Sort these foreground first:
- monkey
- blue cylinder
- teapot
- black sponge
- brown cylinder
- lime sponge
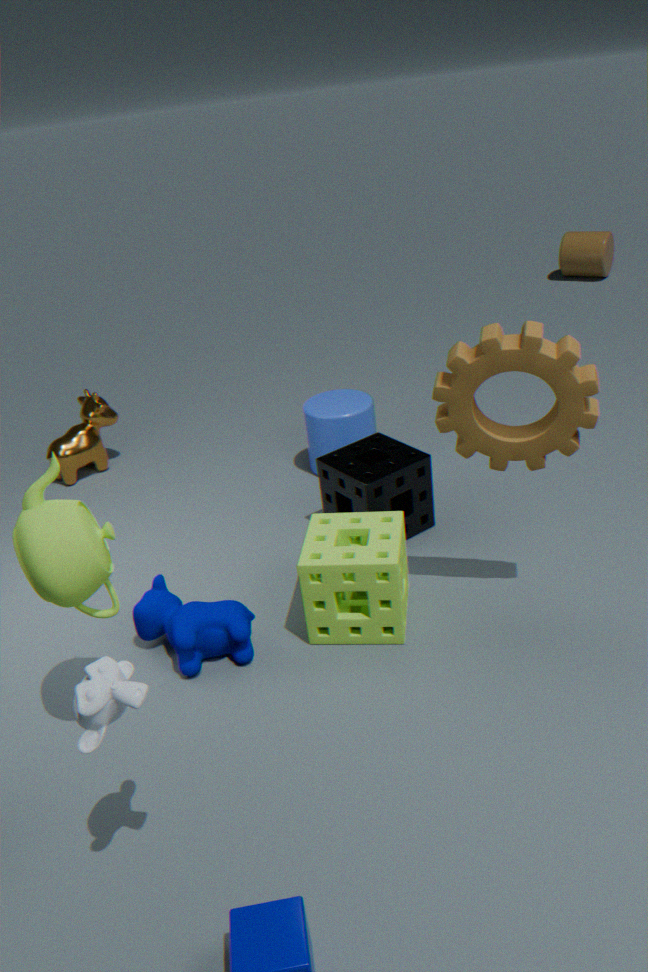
monkey
teapot
lime sponge
black sponge
blue cylinder
brown cylinder
